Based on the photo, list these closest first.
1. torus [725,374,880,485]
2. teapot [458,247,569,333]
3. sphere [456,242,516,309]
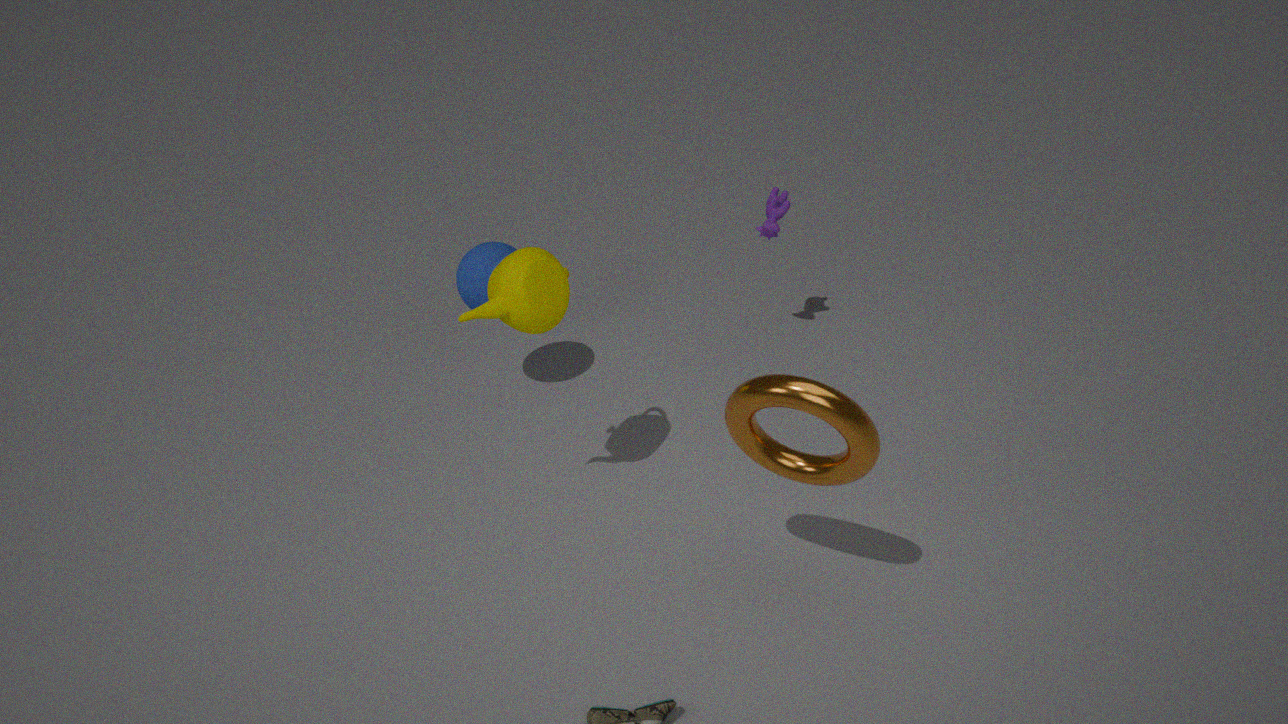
torus [725,374,880,485]
teapot [458,247,569,333]
sphere [456,242,516,309]
